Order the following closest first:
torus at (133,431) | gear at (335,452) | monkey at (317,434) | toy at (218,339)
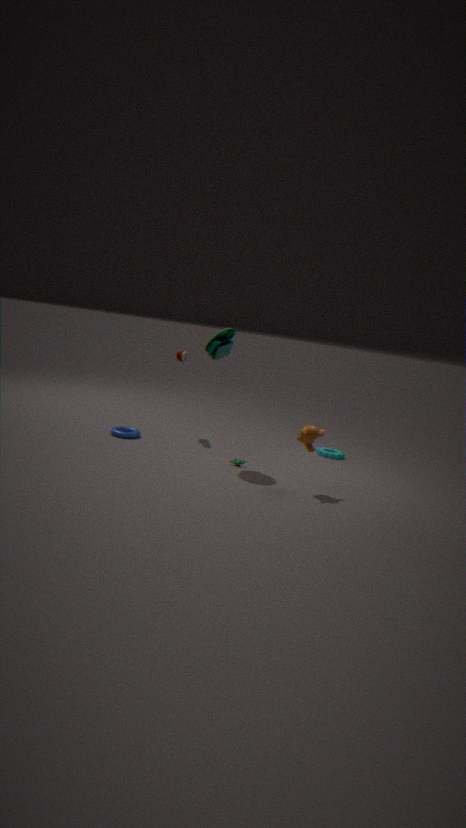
monkey at (317,434) < toy at (218,339) < torus at (133,431) < gear at (335,452)
